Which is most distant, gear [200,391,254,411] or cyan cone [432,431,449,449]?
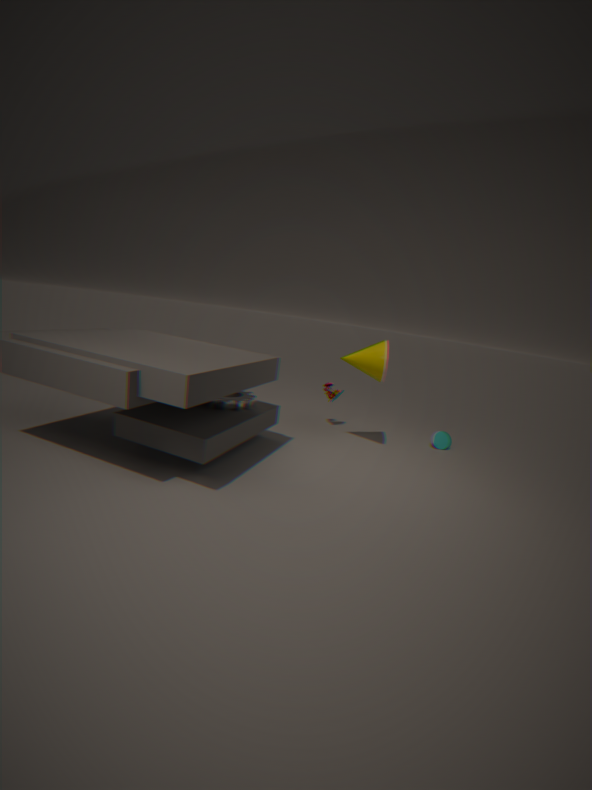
cyan cone [432,431,449,449]
